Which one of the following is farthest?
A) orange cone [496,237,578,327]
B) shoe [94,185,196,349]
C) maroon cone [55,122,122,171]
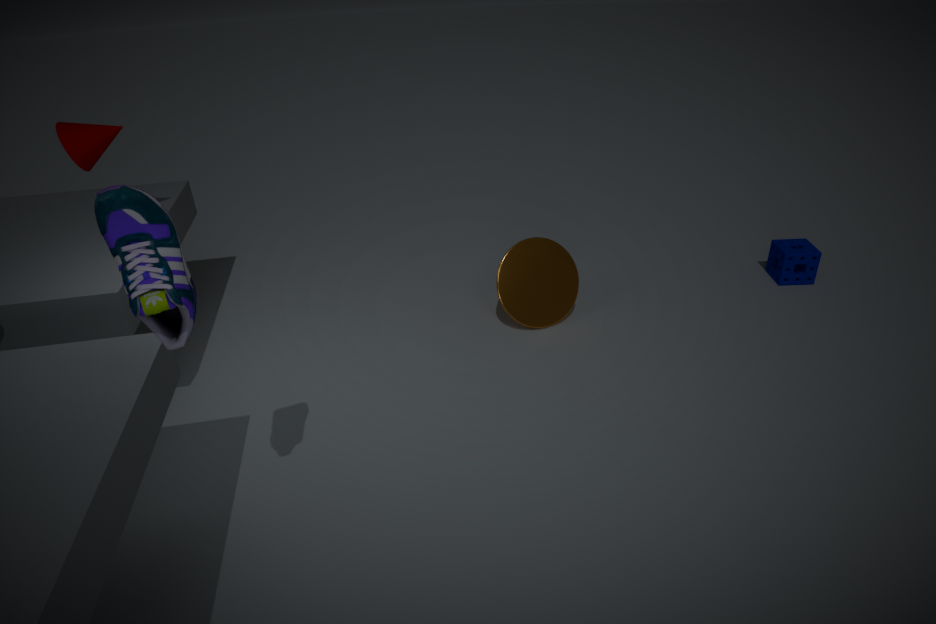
orange cone [496,237,578,327]
